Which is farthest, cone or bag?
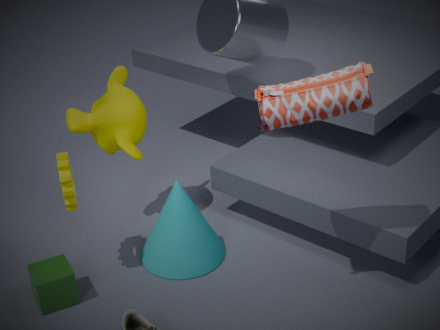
cone
